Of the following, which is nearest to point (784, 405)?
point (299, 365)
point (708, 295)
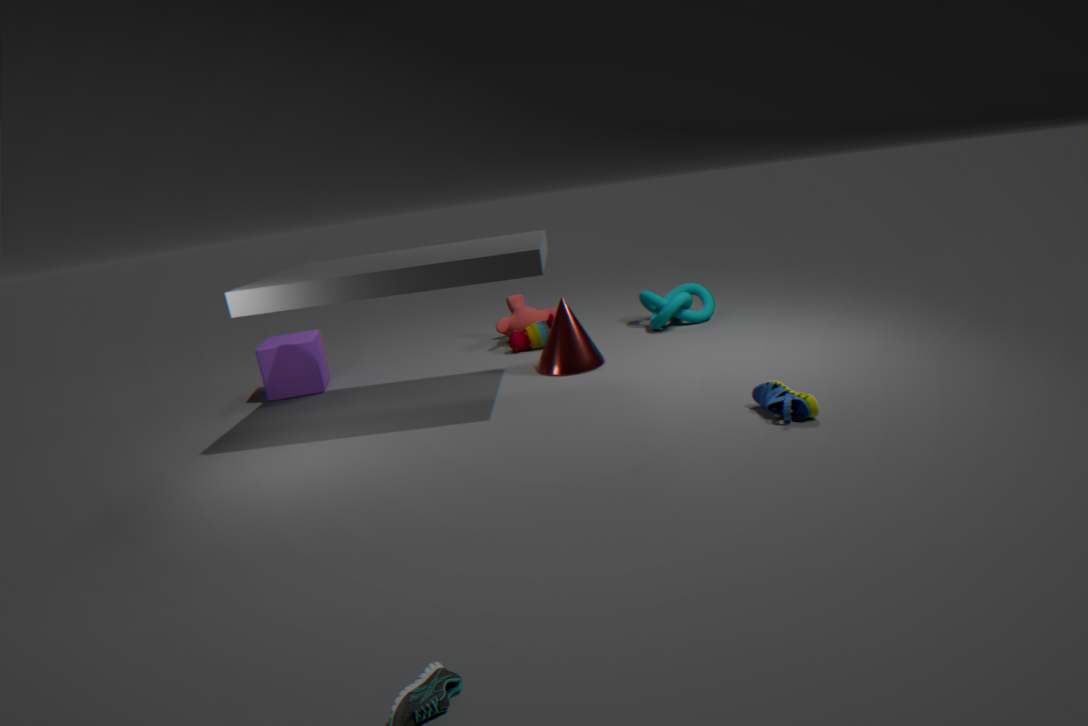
point (708, 295)
